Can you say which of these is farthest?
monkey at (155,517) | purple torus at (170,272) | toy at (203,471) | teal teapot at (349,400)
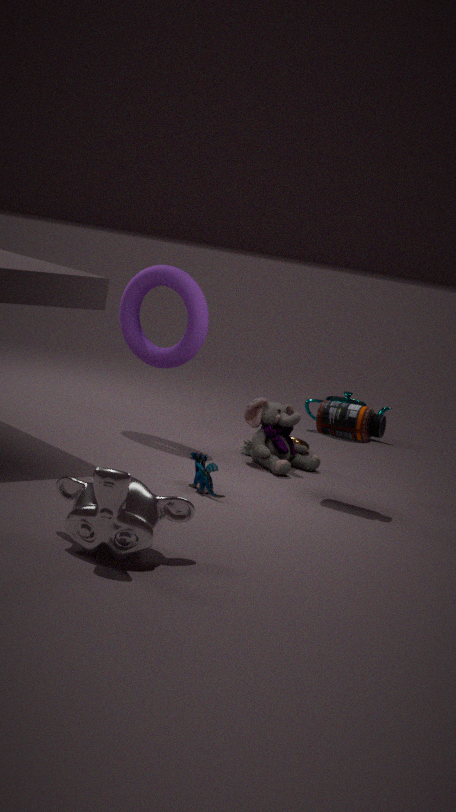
teal teapot at (349,400)
